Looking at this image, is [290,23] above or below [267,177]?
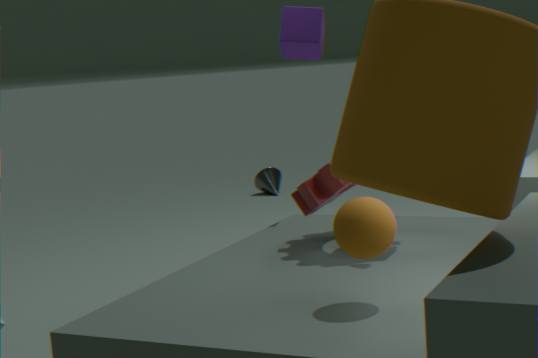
above
